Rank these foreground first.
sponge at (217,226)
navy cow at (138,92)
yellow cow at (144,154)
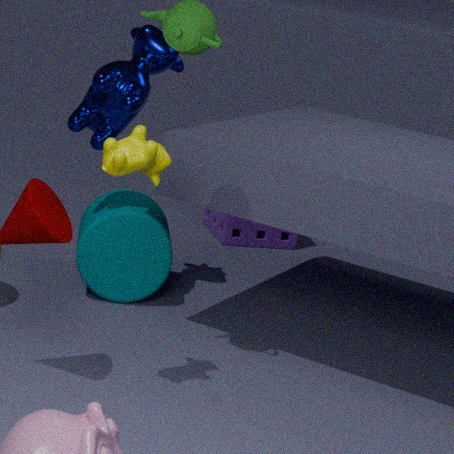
yellow cow at (144,154)
navy cow at (138,92)
sponge at (217,226)
